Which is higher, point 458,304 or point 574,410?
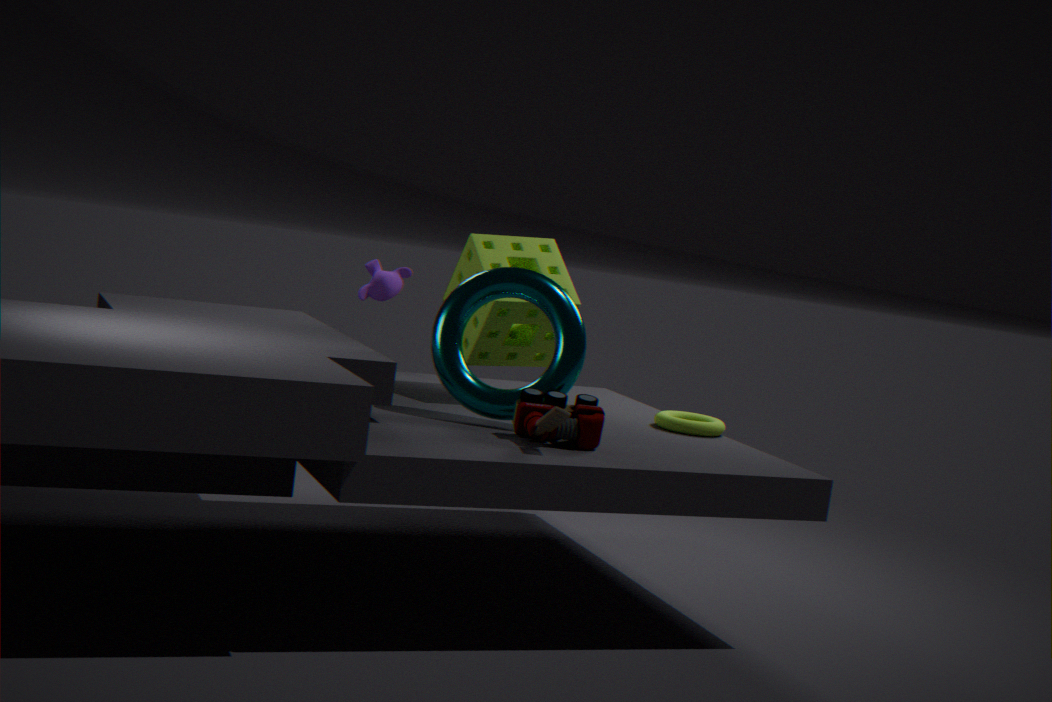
point 458,304
